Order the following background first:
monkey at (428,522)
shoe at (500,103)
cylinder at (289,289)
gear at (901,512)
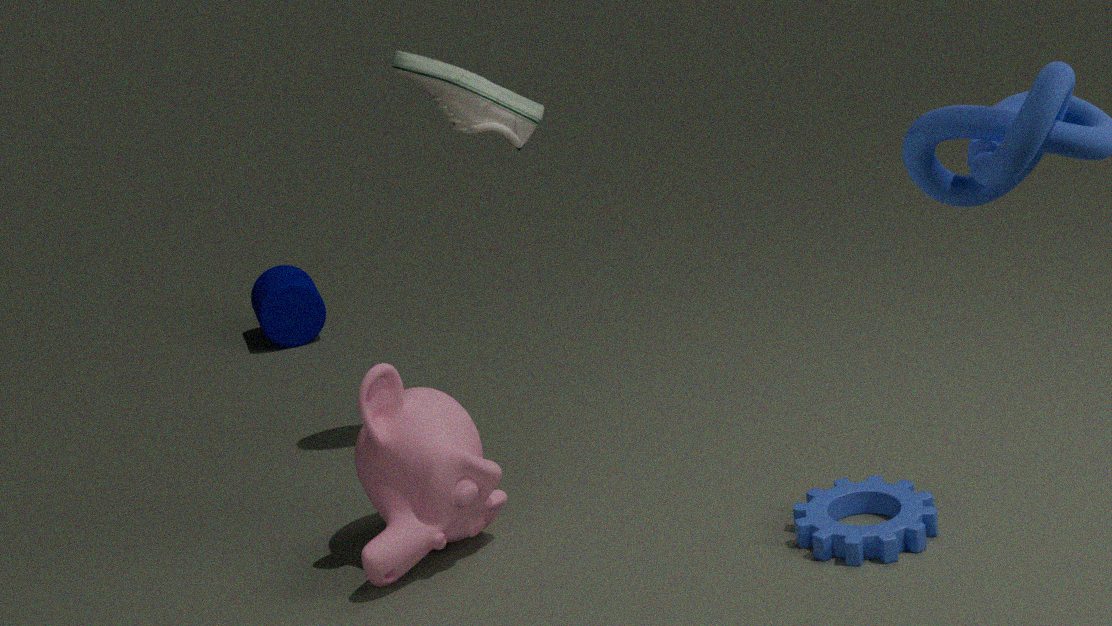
1. cylinder at (289,289)
2. shoe at (500,103)
3. monkey at (428,522)
4. gear at (901,512)
